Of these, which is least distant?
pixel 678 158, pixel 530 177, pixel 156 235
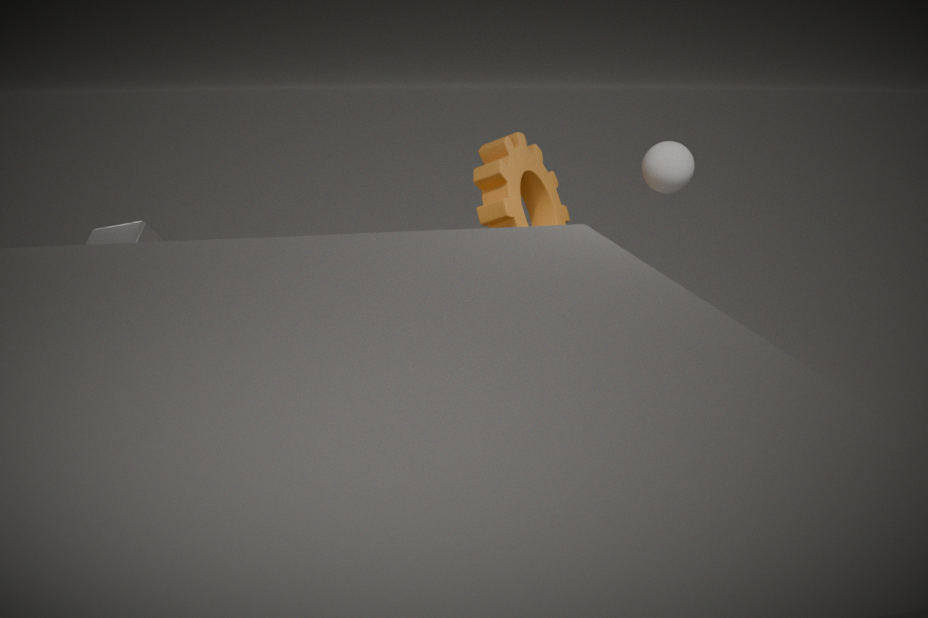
pixel 156 235
